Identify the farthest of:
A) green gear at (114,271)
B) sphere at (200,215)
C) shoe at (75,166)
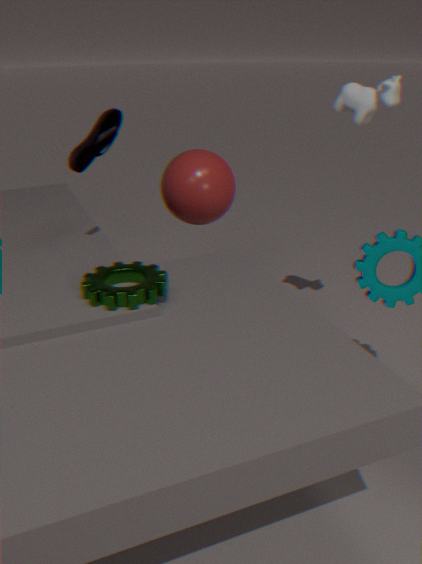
sphere at (200,215)
